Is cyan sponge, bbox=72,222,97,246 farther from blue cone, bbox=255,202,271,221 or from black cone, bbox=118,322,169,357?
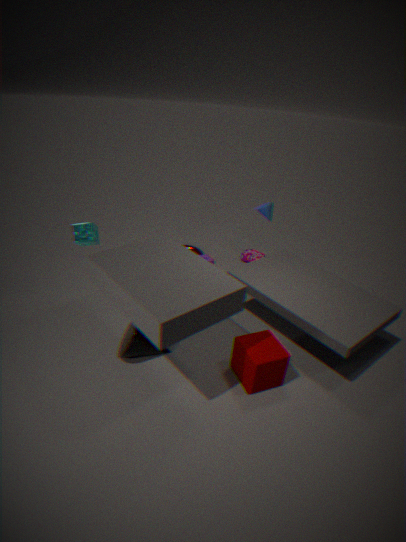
blue cone, bbox=255,202,271,221
